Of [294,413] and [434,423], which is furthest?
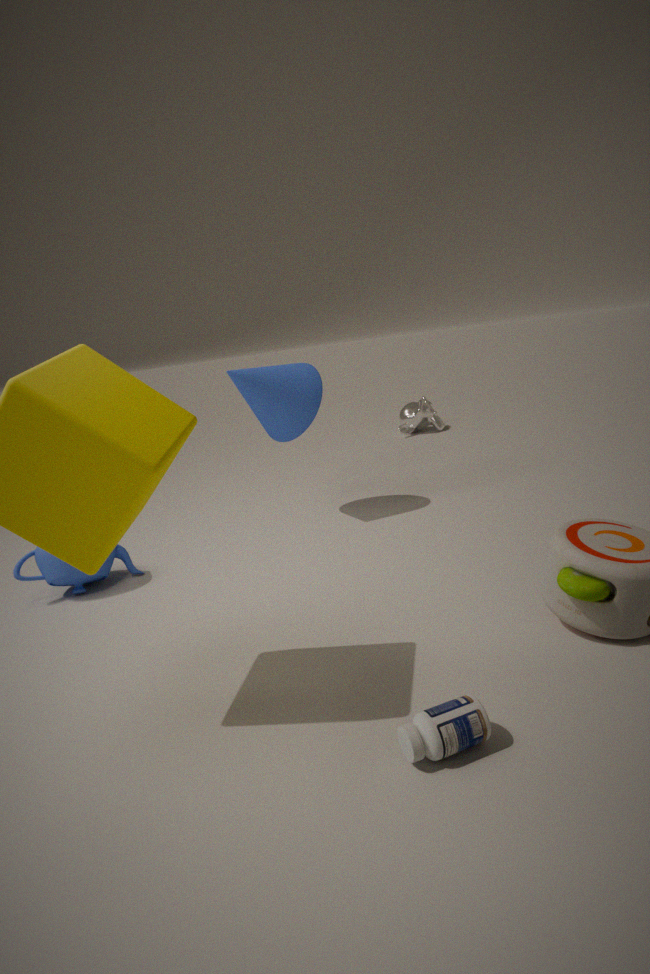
[434,423]
